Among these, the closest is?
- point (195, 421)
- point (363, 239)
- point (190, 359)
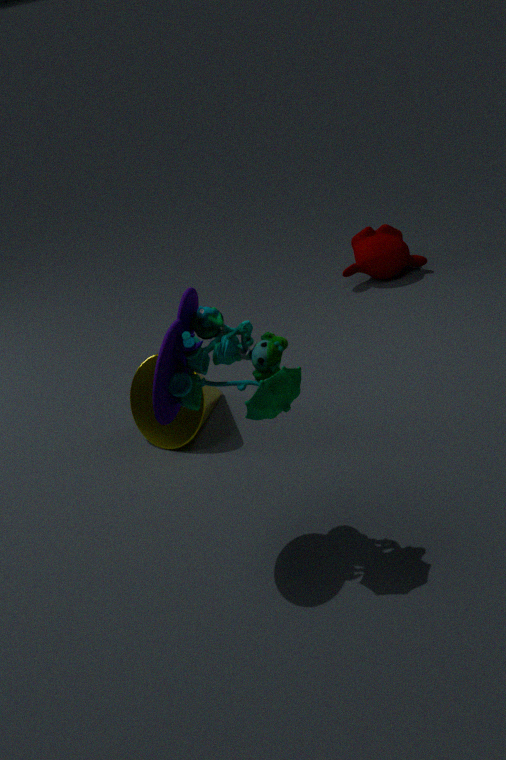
point (190, 359)
